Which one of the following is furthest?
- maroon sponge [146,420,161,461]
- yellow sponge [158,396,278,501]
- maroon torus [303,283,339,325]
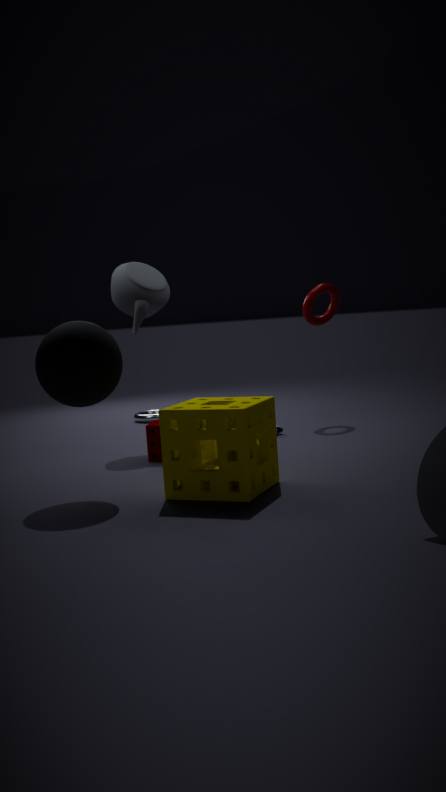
maroon torus [303,283,339,325]
